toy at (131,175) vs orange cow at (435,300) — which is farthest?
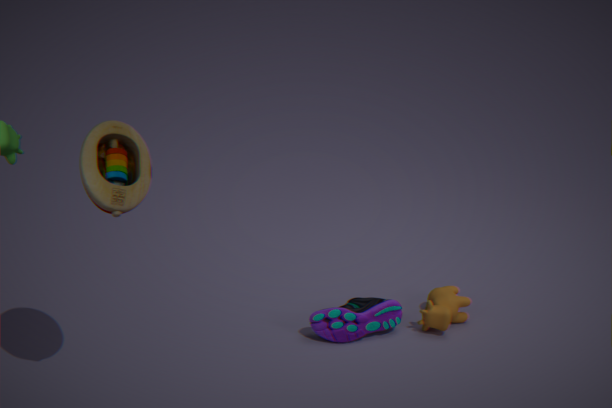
orange cow at (435,300)
